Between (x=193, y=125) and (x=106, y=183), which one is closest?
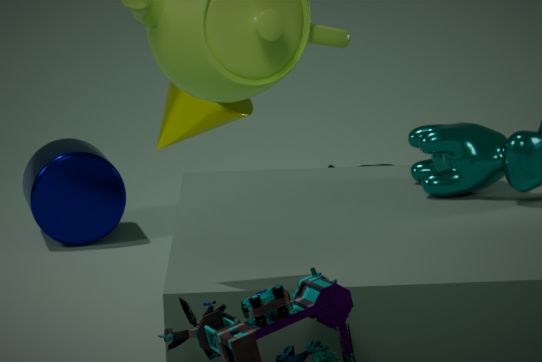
(x=193, y=125)
